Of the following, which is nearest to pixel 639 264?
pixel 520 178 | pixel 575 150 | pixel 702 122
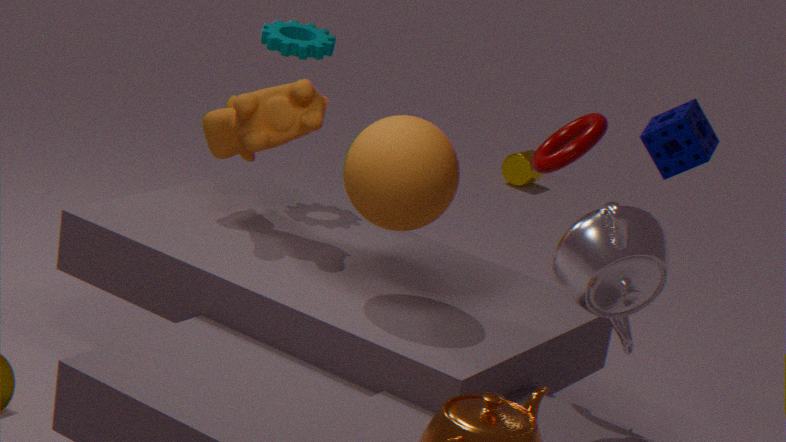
pixel 575 150
